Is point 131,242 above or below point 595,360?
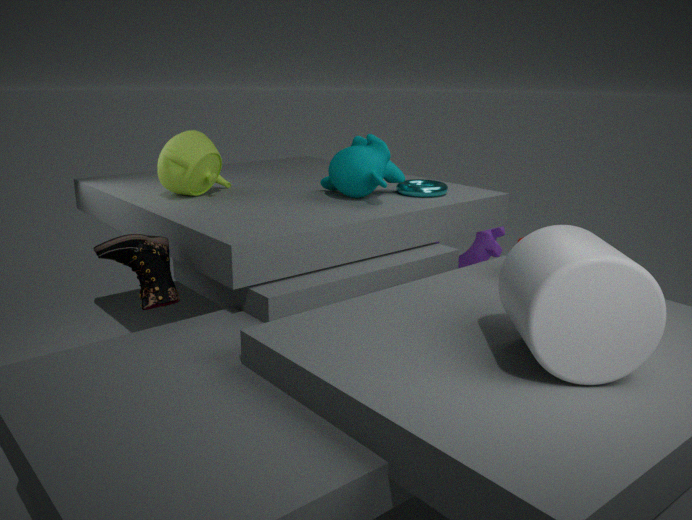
below
